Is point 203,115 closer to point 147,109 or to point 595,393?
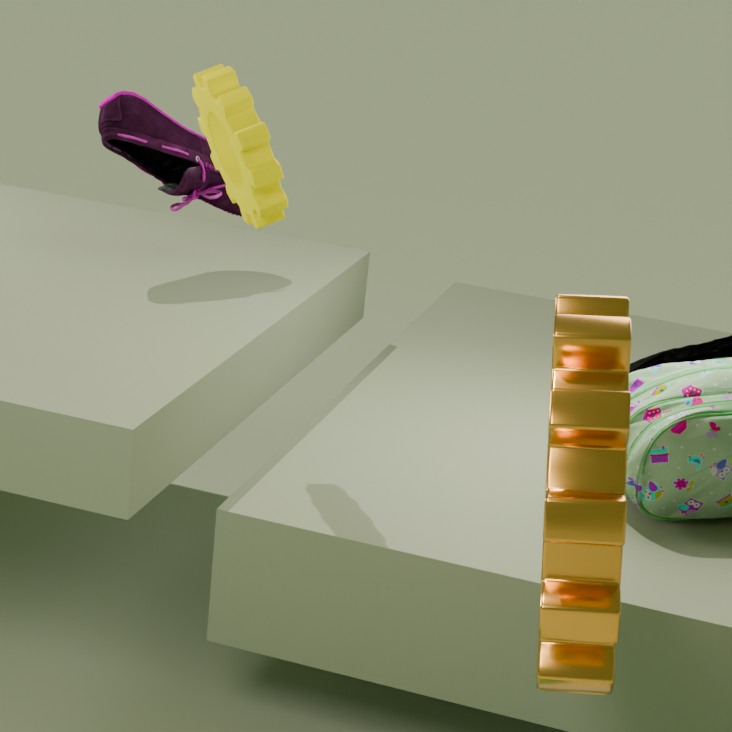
point 147,109
